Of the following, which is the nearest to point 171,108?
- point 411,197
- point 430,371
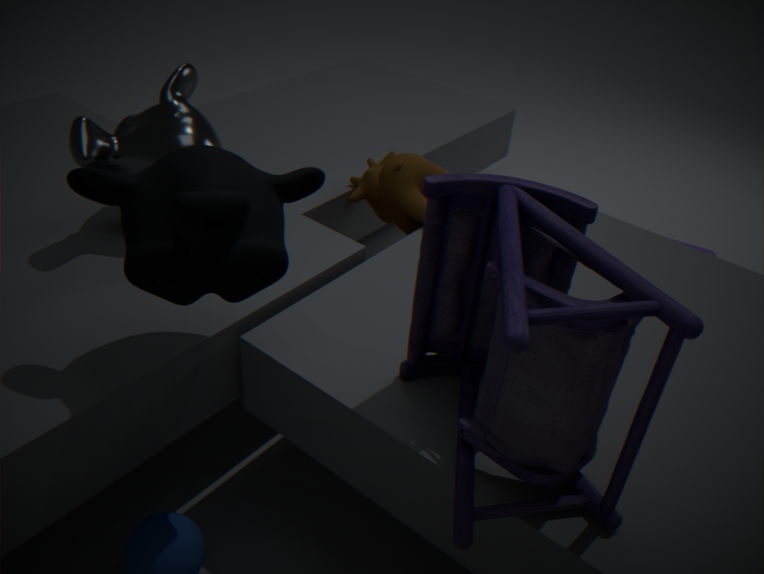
point 411,197
